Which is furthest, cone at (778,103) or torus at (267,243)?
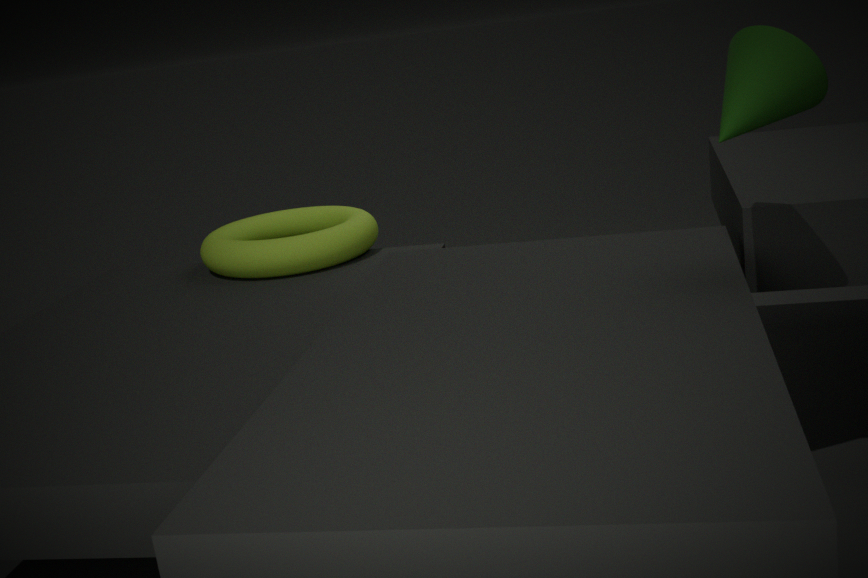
Result: torus at (267,243)
